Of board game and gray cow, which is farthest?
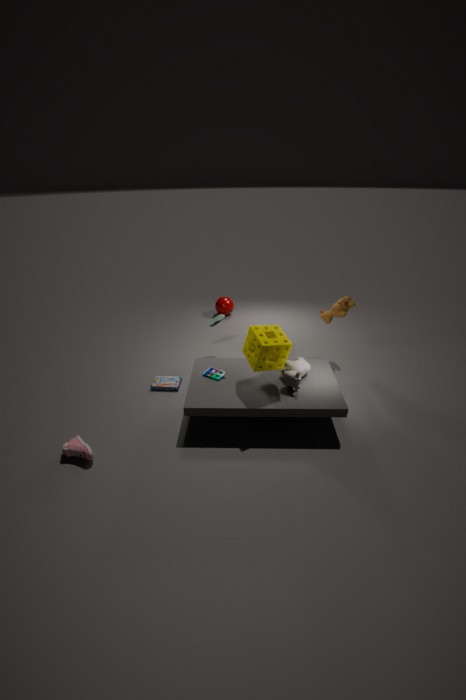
board game
